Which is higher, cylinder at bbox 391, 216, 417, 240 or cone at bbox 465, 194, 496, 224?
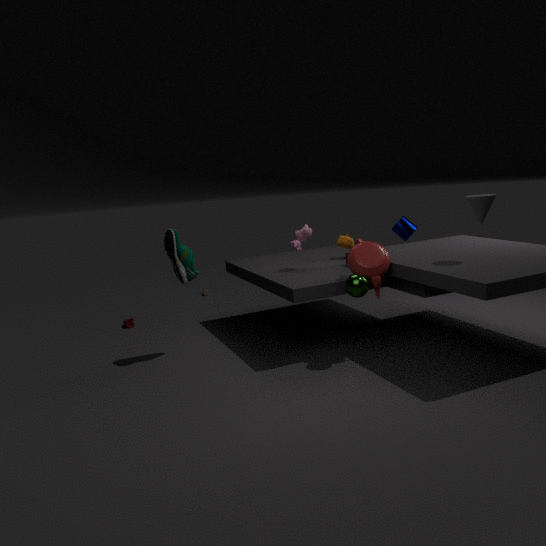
cone at bbox 465, 194, 496, 224
